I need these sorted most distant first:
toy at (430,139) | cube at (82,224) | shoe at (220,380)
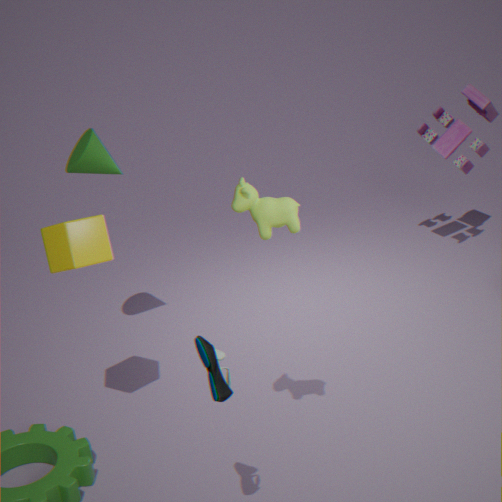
toy at (430,139) < cube at (82,224) < shoe at (220,380)
